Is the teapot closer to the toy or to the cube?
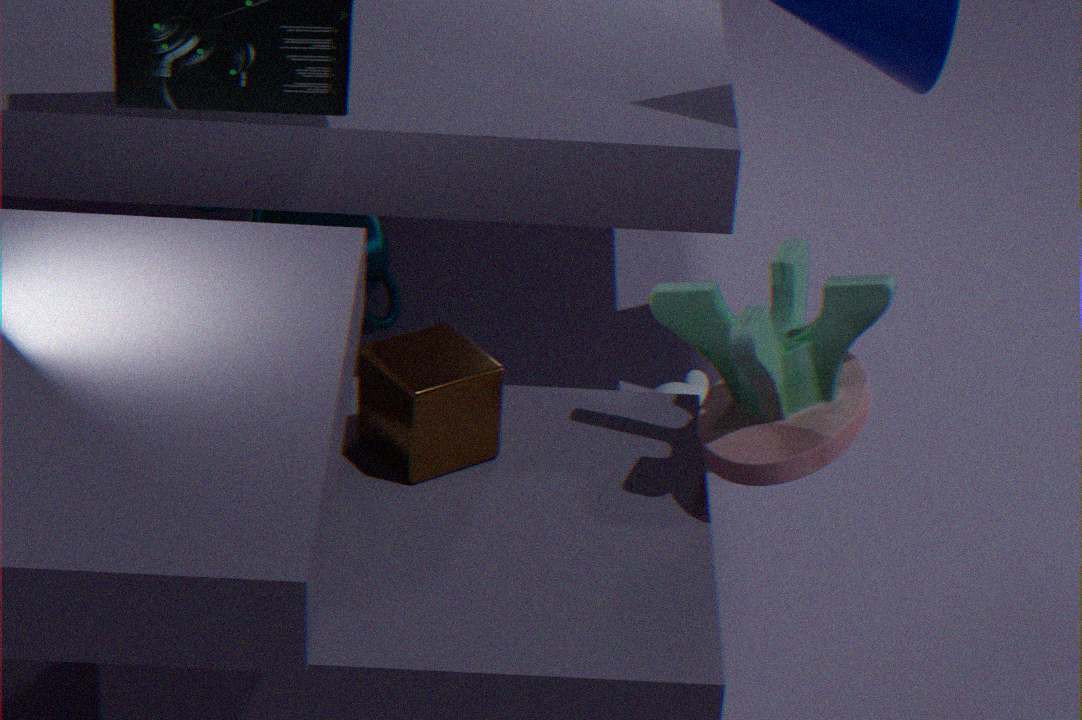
the cube
